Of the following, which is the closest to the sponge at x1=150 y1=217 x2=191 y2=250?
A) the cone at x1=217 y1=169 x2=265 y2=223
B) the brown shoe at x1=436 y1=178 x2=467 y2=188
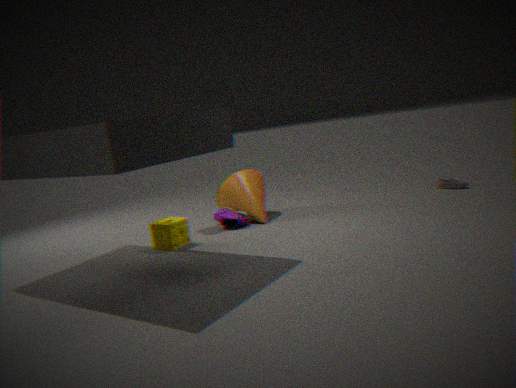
the cone at x1=217 y1=169 x2=265 y2=223
